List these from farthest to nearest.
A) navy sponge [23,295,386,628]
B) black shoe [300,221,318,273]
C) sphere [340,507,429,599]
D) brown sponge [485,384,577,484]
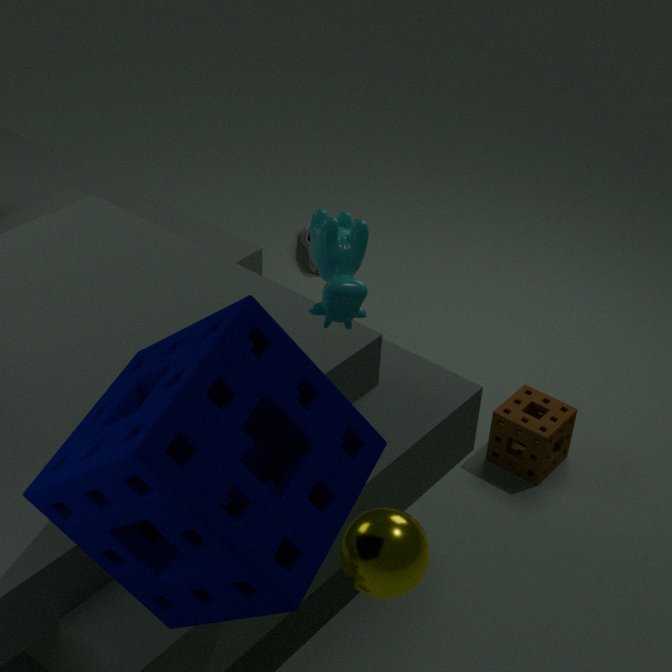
black shoe [300,221,318,273] → brown sponge [485,384,577,484] → sphere [340,507,429,599] → navy sponge [23,295,386,628]
